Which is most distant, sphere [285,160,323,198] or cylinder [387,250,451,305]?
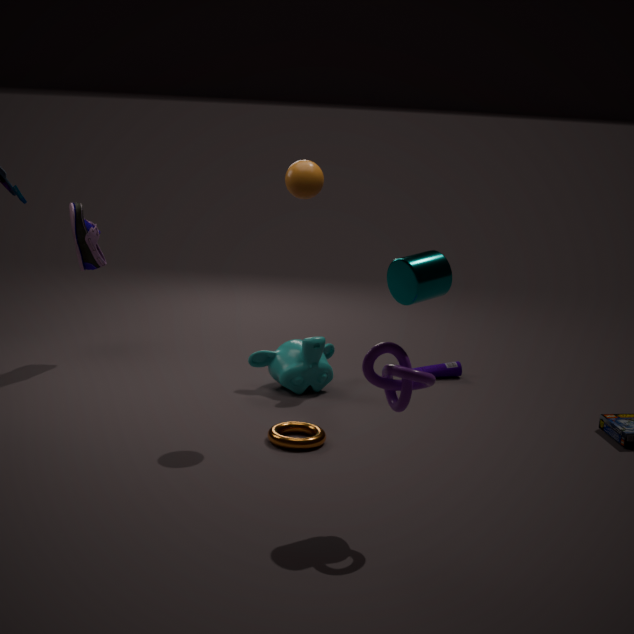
sphere [285,160,323,198]
